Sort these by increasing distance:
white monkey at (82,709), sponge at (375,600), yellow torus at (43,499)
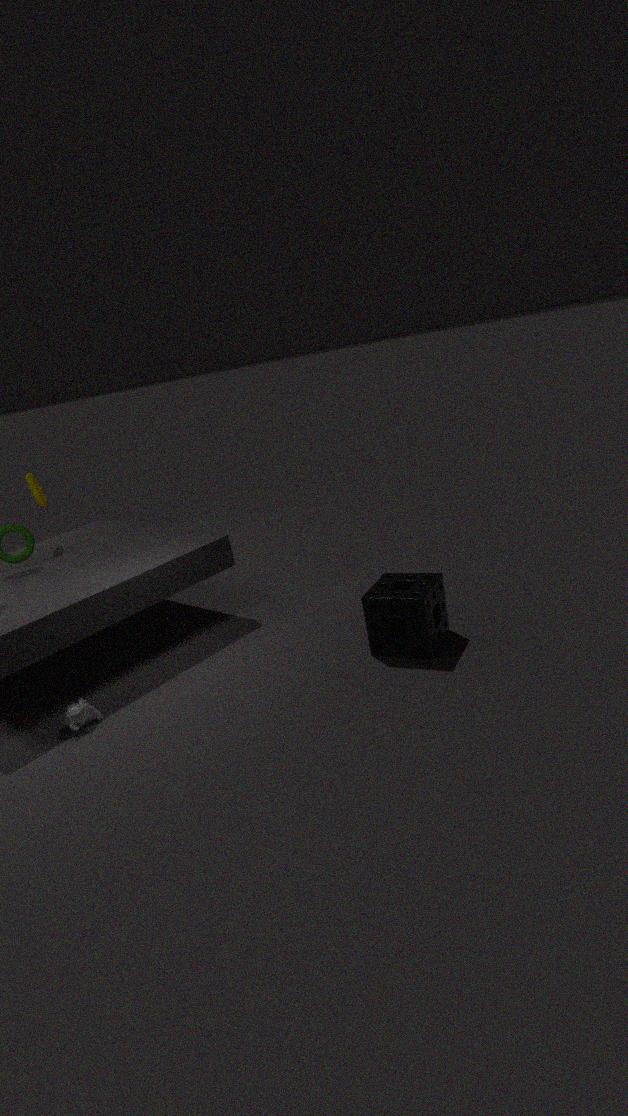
white monkey at (82,709) < sponge at (375,600) < yellow torus at (43,499)
